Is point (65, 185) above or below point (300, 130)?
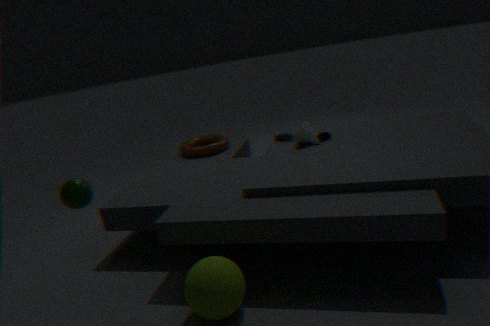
above
